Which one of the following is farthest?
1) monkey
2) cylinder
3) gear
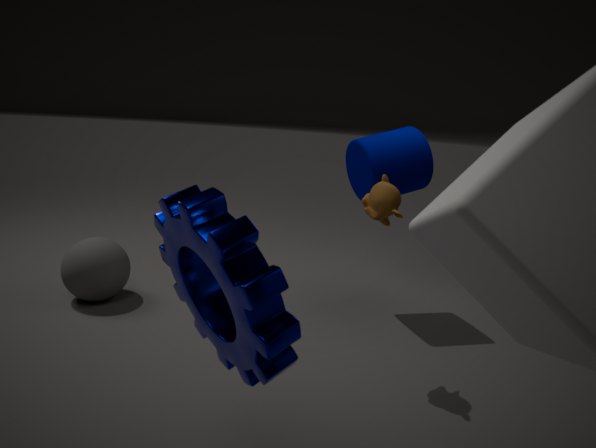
2. cylinder
